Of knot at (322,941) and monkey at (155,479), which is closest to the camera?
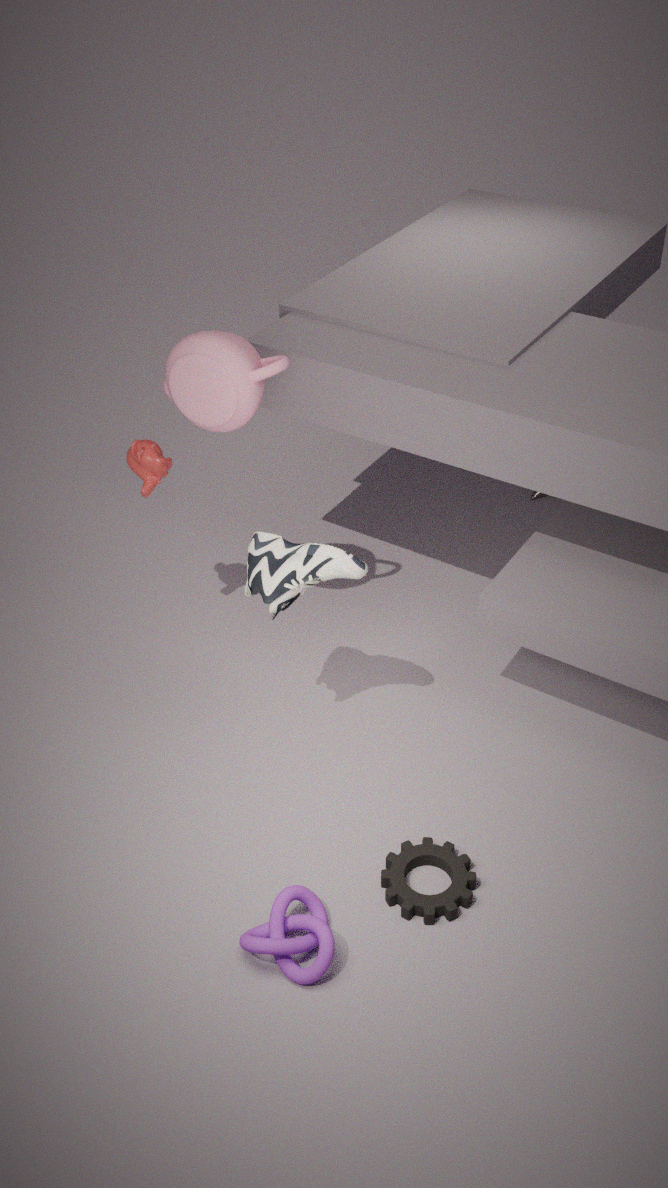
knot at (322,941)
